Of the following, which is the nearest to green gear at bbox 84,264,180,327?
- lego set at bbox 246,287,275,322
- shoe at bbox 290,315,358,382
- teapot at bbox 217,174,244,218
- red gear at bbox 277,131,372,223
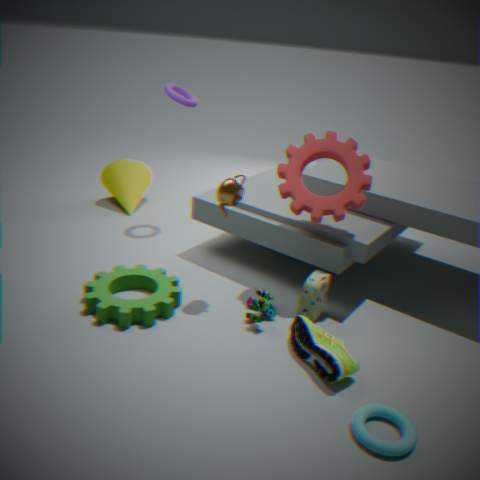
lego set at bbox 246,287,275,322
